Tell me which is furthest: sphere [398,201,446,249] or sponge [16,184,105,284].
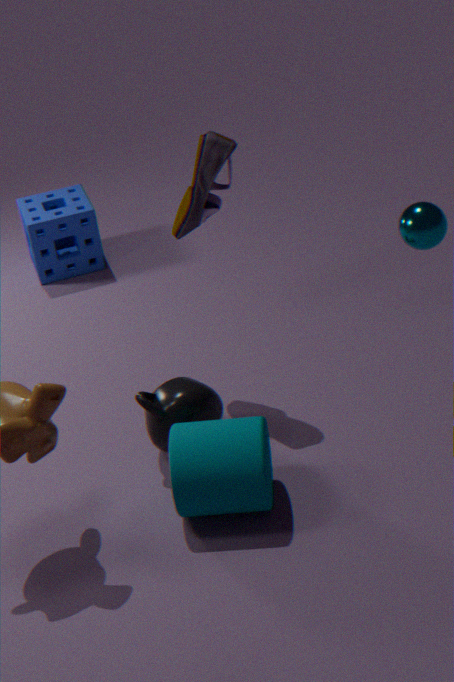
sponge [16,184,105,284]
